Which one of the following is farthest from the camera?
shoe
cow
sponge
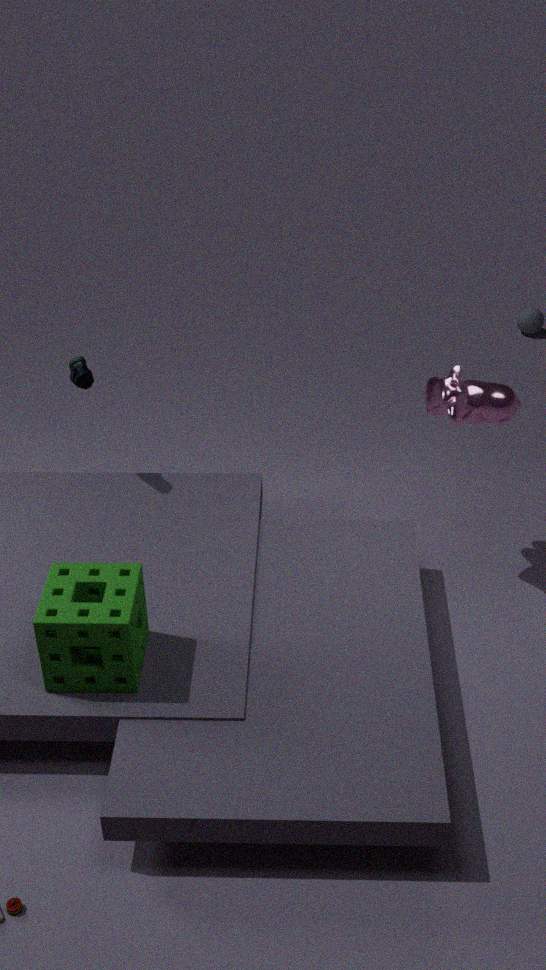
shoe
